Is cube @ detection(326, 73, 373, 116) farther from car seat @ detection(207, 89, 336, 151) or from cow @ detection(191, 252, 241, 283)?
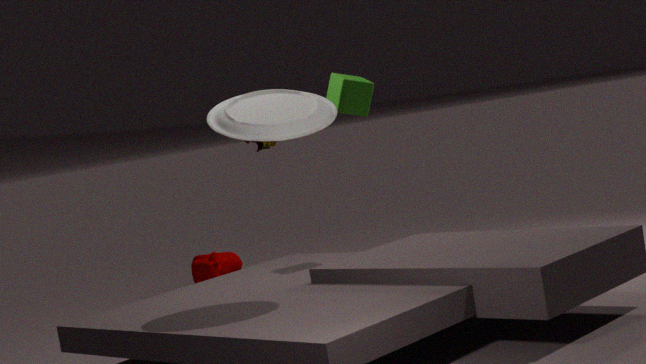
cow @ detection(191, 252, 241, 283)
